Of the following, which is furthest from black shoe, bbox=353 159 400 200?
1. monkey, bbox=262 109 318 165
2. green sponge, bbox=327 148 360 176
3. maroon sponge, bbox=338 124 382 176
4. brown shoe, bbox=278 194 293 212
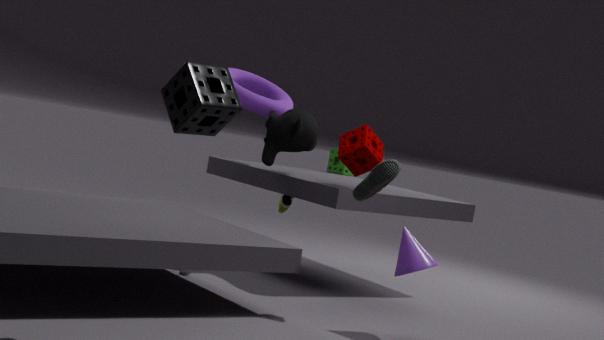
green sponge, bbox=327 148 360 176
